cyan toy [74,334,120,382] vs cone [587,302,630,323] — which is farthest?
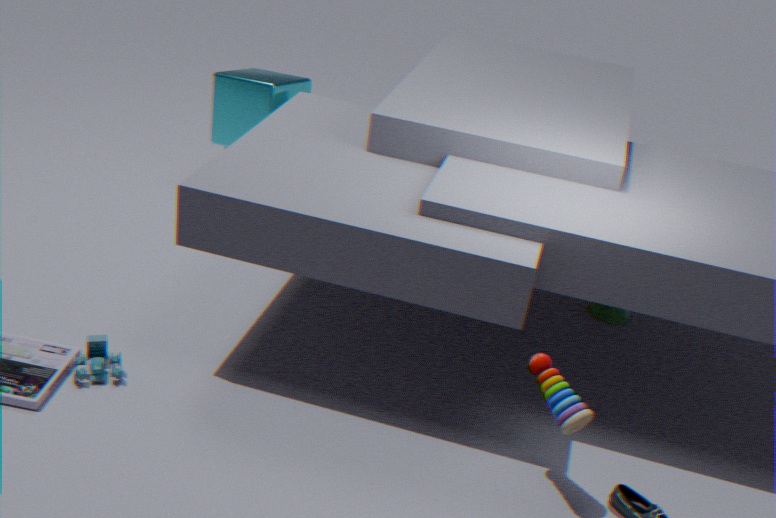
cone [587,302,630,323]
